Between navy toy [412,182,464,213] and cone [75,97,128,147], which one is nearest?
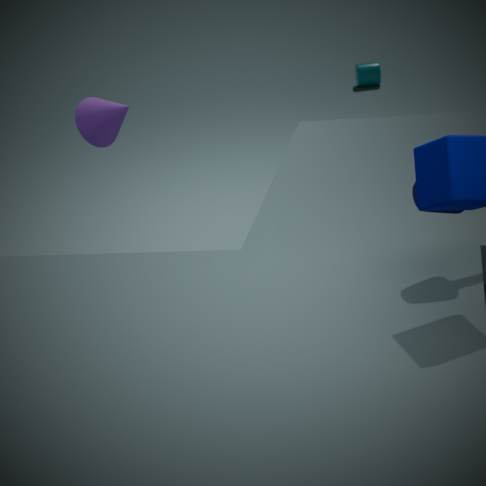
navy toy [412,182,464,213]
